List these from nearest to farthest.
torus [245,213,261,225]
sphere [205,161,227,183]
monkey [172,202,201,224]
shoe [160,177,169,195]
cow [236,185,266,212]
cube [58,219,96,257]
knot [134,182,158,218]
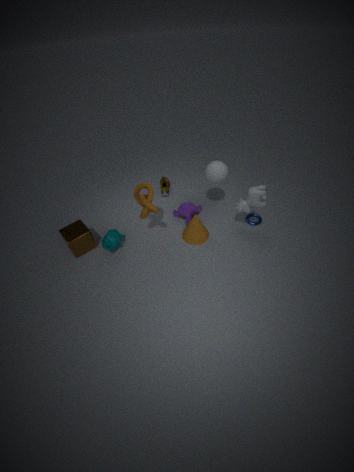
cow [236,185,266,212], knot [134,182,158,218], cube [58,219,96,257], sphere [205,161,227,183], torus [245,213,261,225], monkey [172,202,201,224], shoe [160,177,169,195]
